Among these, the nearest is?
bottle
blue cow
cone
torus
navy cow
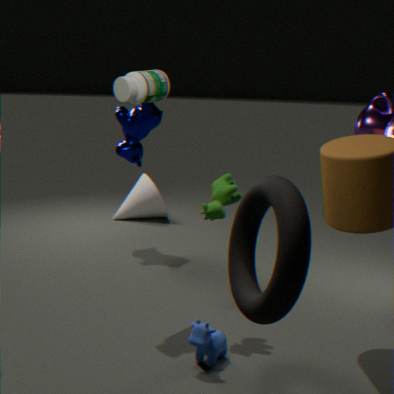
torus
